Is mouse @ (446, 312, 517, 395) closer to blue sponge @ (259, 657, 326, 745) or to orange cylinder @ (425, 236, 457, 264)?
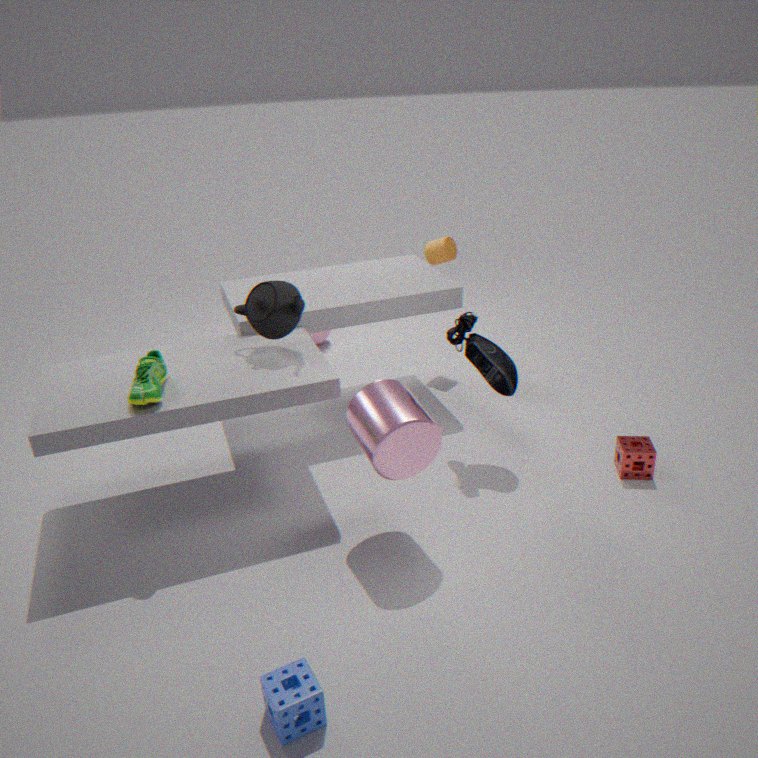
orange cylinder @ (425, 236, 457, 264)
